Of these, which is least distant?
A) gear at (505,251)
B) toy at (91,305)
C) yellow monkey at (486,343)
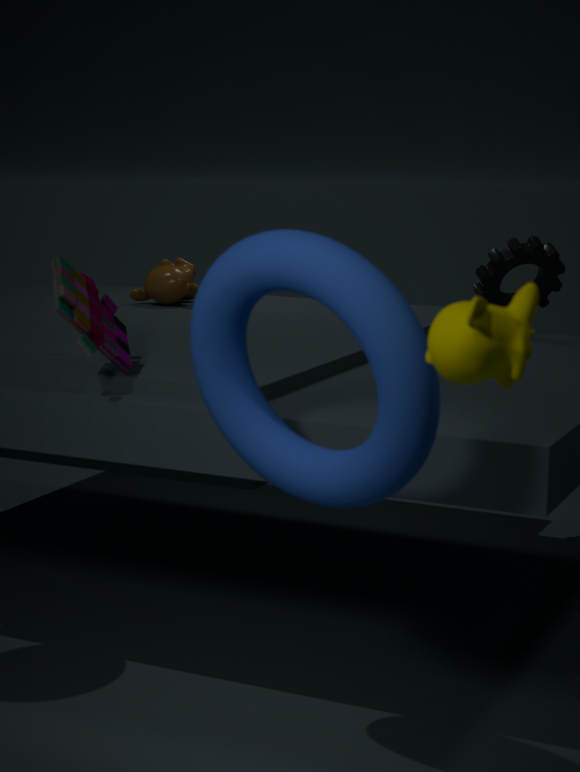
yellow monkey at (486,343)
